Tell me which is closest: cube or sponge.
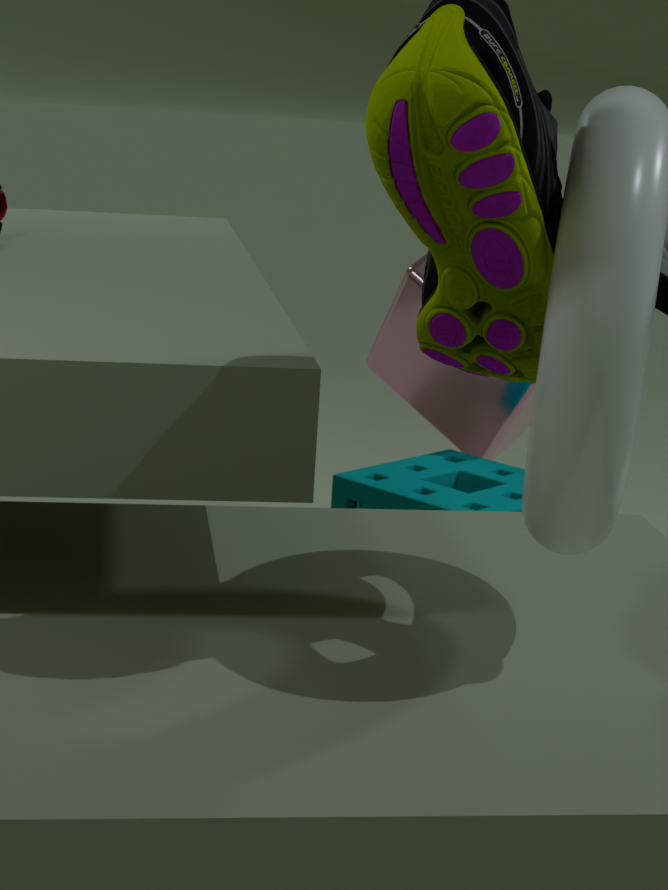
sponge
